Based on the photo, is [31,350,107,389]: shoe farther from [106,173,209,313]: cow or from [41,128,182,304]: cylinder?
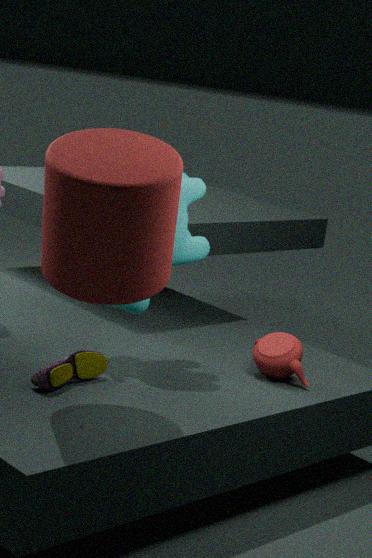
[41,128,182,304]: cylinder
